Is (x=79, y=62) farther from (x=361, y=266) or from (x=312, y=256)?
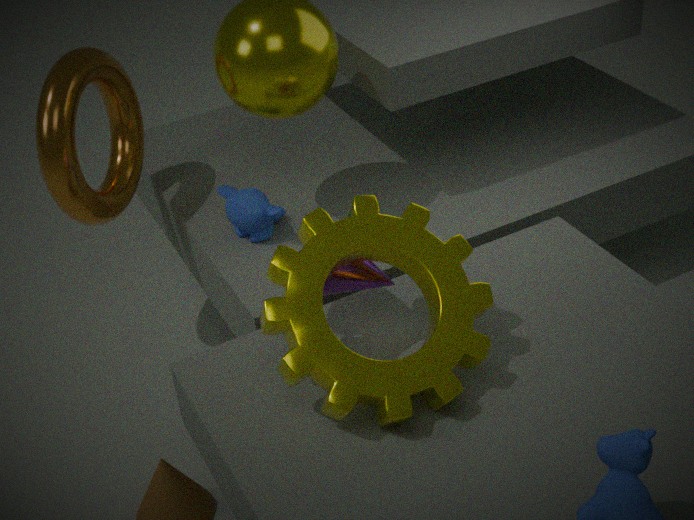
(x=312, y=256)
